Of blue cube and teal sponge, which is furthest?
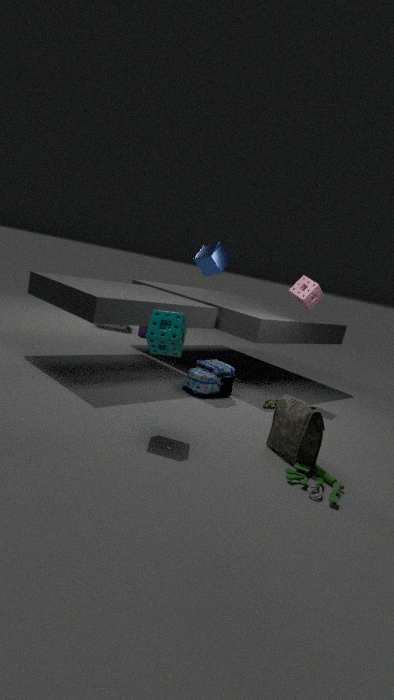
blue cube
